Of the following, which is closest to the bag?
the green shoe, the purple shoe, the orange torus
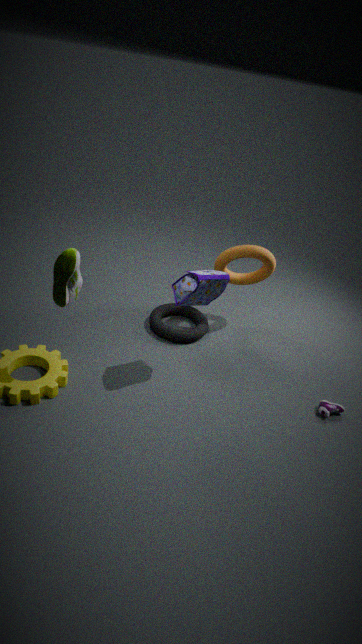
the orange torus
